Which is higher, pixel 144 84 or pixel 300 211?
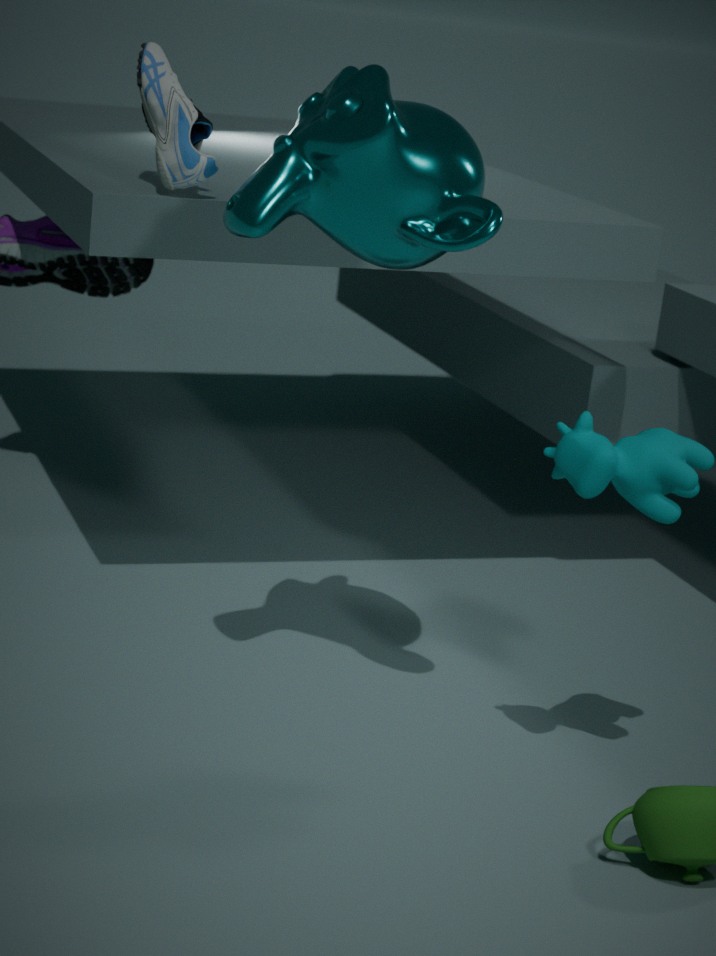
pixel 144 84
